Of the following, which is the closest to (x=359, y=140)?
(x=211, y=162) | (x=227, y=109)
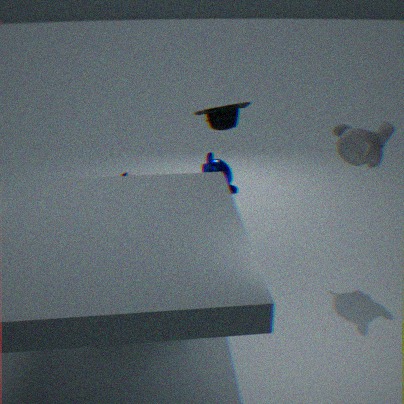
(x=227, y=109)
